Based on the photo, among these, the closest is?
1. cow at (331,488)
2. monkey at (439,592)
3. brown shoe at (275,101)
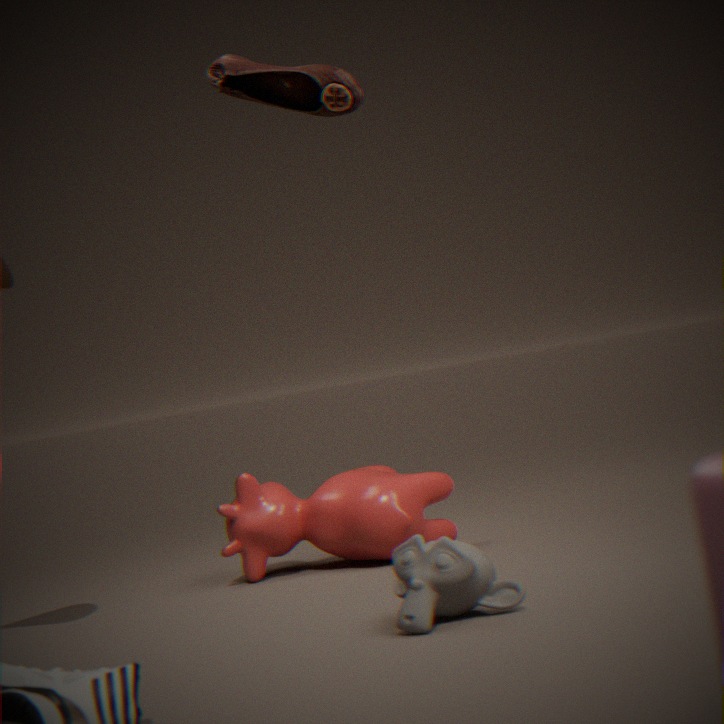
monkey at (439,592)
